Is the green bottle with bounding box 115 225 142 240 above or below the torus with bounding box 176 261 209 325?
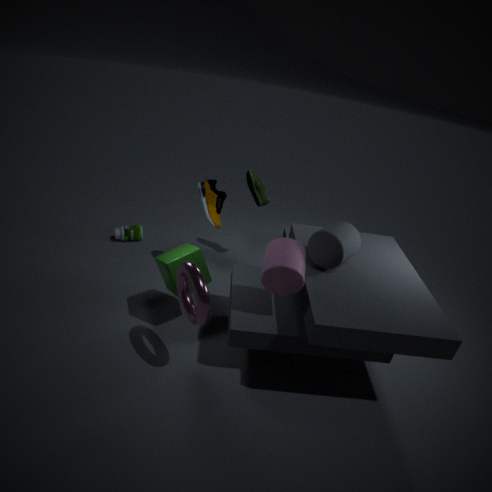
below
